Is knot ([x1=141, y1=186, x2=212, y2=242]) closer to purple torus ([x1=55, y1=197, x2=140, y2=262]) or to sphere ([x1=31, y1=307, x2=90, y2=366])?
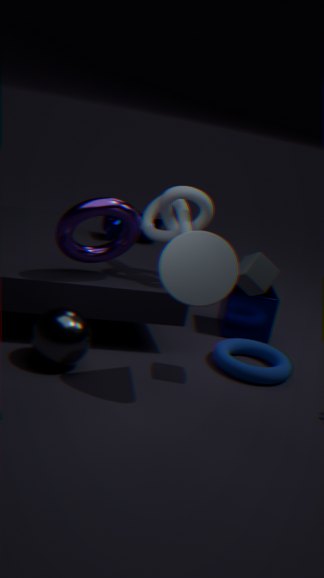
purple torus ([x1=55, y1=197, x2=140, y2=262])
